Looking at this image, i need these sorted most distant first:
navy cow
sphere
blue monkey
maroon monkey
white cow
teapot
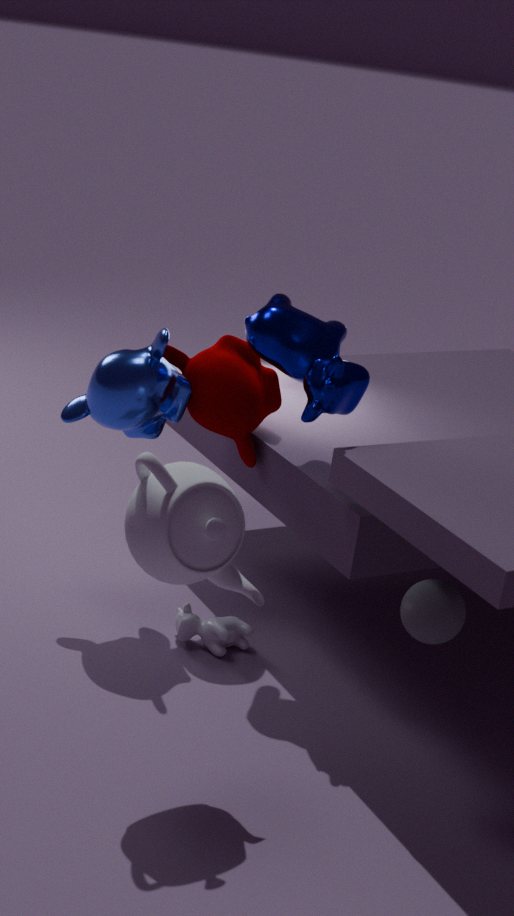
maroon monkey, white cow, blue monkey, navy cow, sphere, teapot
